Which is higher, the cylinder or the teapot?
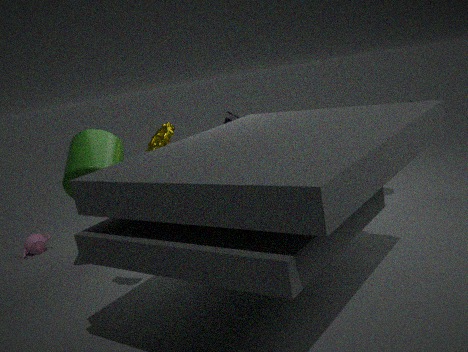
the cylinder
